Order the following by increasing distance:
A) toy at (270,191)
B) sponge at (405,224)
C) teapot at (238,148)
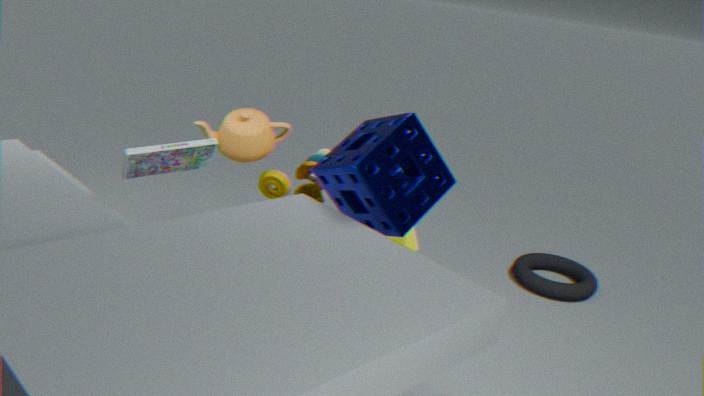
sponge at (405,224) < toy at (270,191) < teapot at (238,148)
